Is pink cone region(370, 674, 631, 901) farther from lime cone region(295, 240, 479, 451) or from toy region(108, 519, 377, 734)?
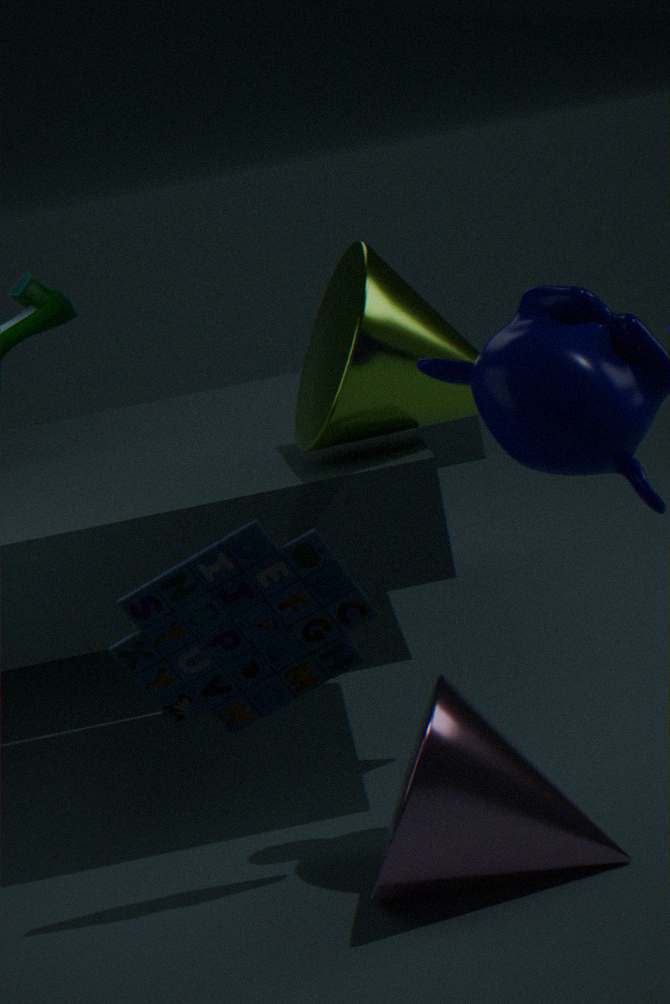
lime cone region(295, 240, 479, 451)
